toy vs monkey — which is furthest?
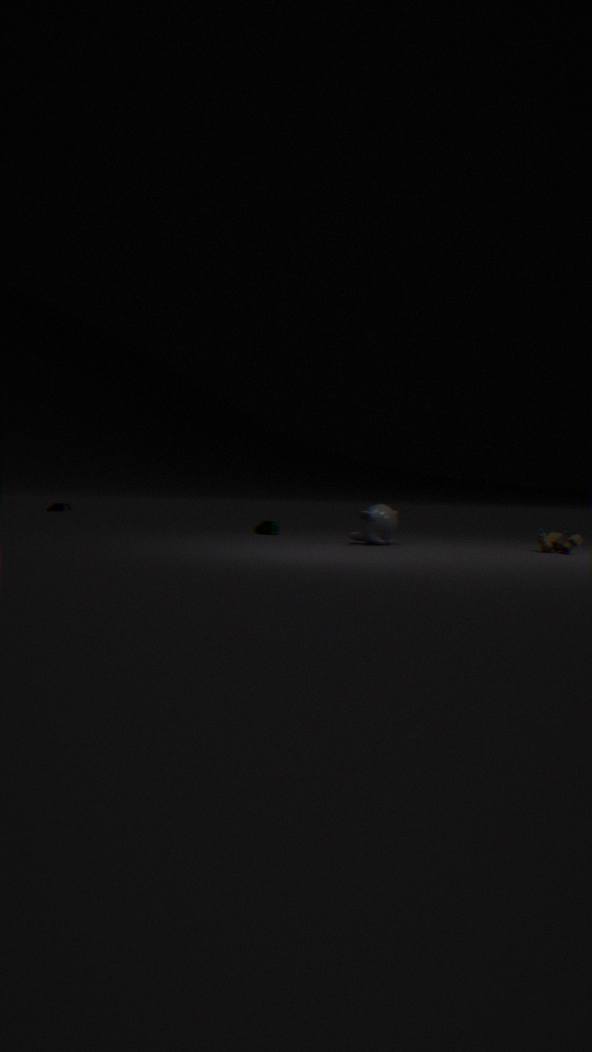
monkey
